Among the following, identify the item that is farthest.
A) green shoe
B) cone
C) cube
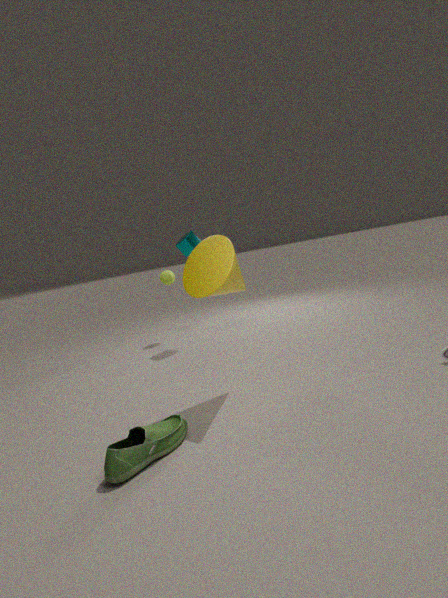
C. cube
